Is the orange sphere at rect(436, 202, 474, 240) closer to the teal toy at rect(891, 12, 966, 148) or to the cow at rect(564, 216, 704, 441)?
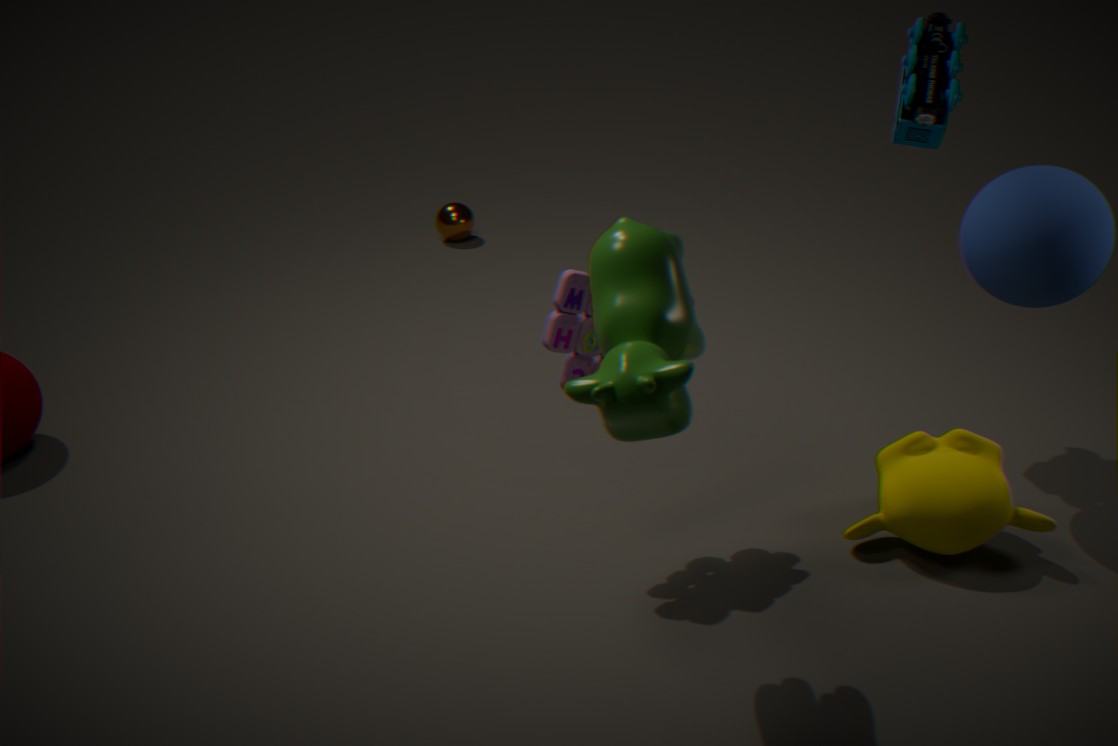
the teal toy at rect(891, 12, 966, 148)
